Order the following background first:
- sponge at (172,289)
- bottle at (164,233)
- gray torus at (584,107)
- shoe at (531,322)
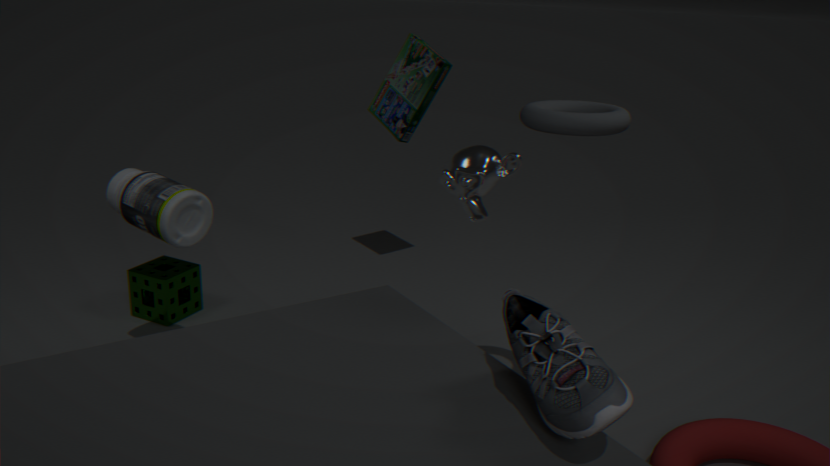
sponge at (172,289), bottle at (164,233), gray torus at (584,107), shoe at (531,322)
